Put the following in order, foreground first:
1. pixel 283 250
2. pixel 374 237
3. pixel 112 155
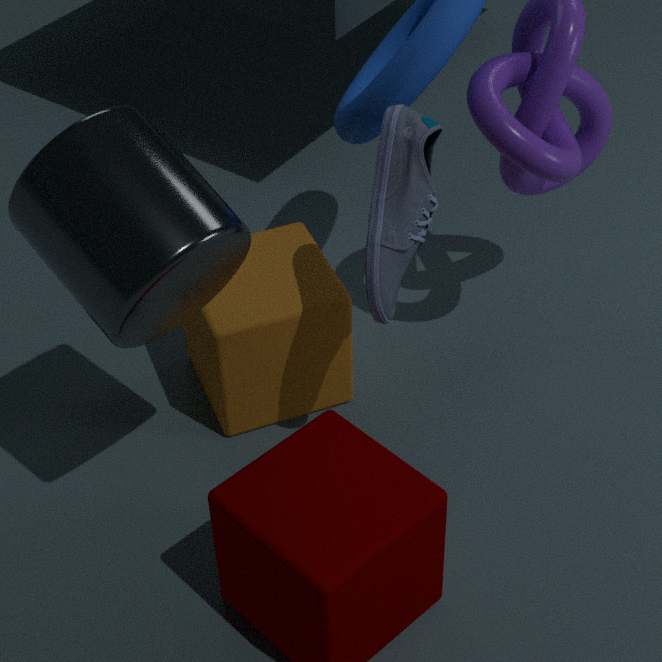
pixel 112 155, pixel 374 237, pixel 283 250
